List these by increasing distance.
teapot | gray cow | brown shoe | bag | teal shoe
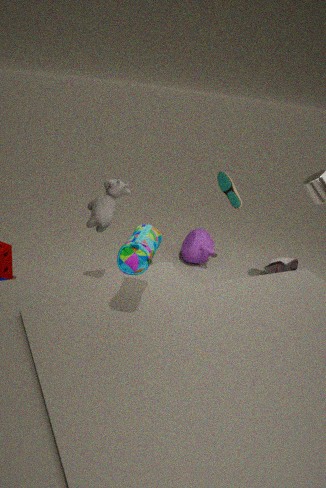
bag → gray cow → teal shoe → teapot → brown shoe
